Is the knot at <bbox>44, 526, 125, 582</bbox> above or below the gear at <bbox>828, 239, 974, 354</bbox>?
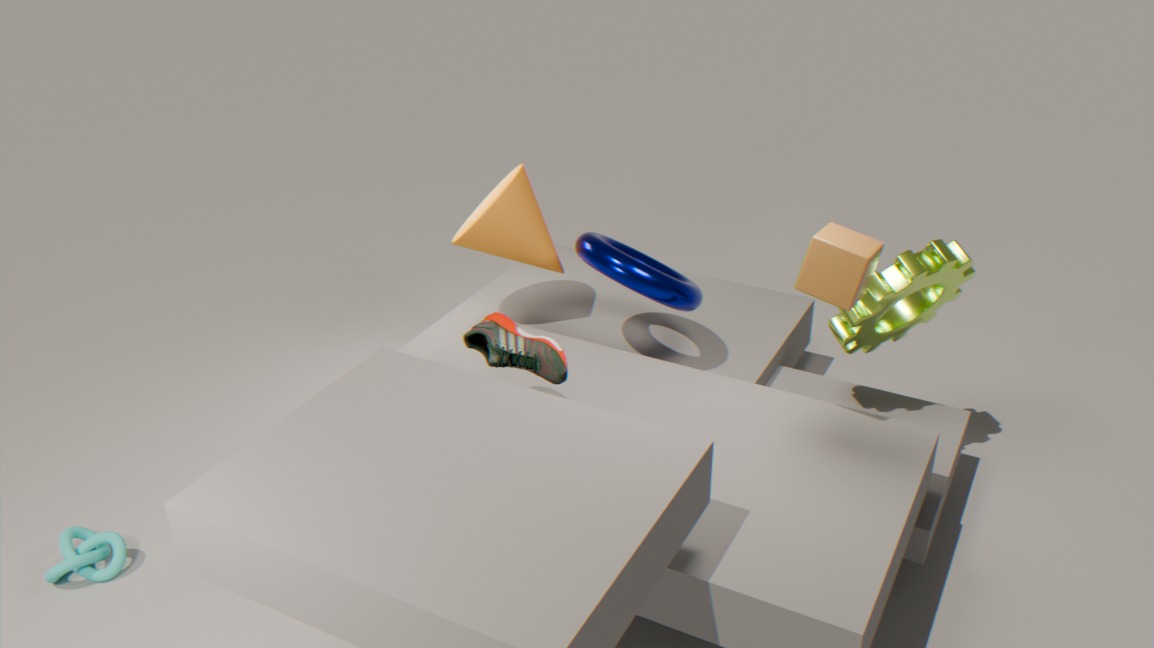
below
